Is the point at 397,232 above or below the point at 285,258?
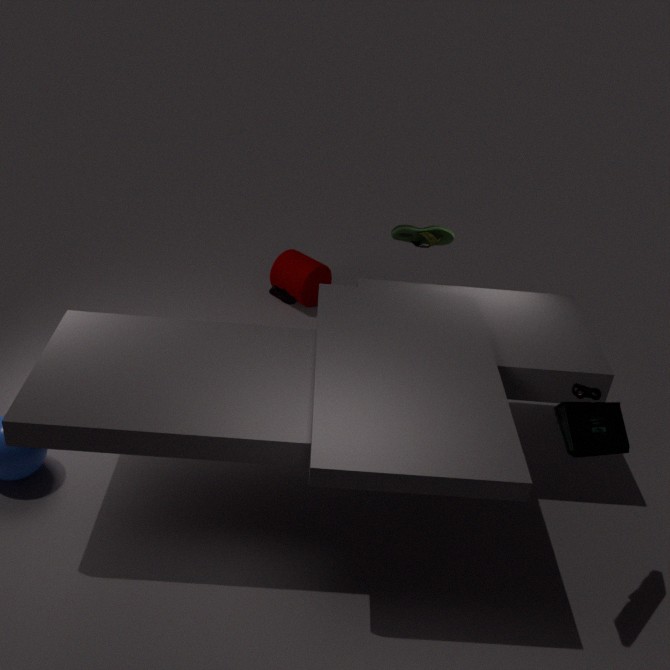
above
